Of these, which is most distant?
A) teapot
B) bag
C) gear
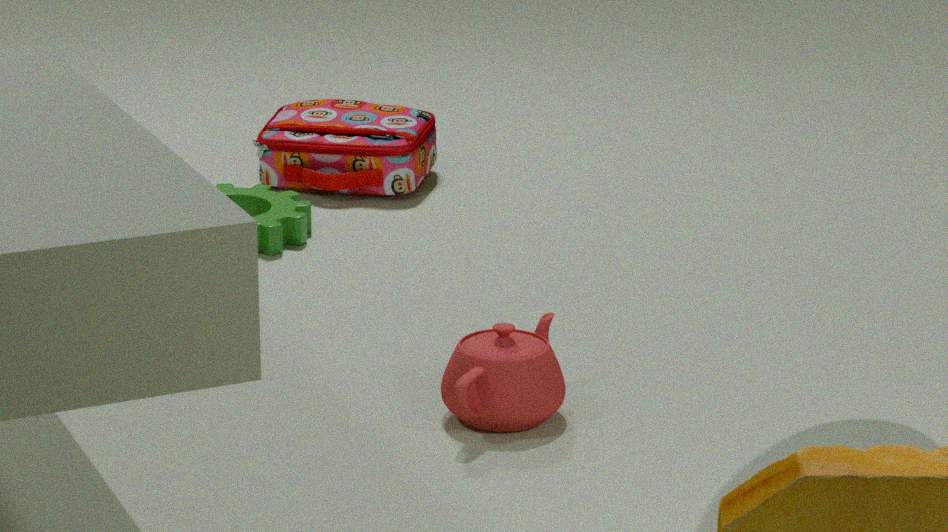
bag
